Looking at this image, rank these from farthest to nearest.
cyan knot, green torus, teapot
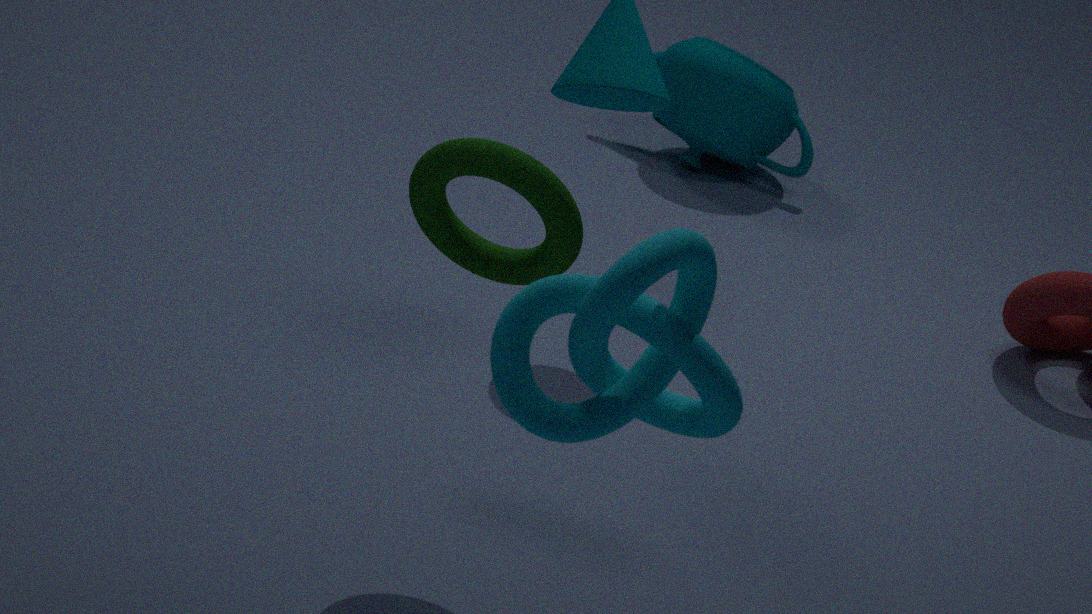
teapot, green torus, cyan knot
